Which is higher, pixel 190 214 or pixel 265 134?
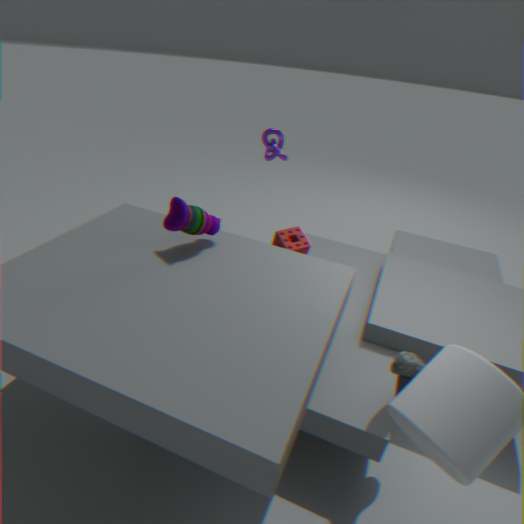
pixel 265 134
